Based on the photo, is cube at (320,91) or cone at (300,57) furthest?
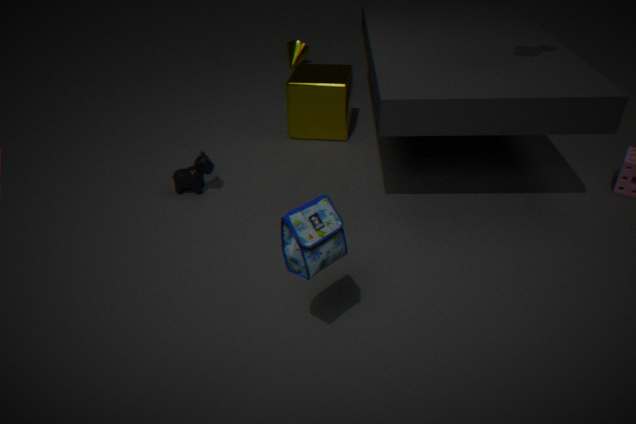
cone at (300,57)
